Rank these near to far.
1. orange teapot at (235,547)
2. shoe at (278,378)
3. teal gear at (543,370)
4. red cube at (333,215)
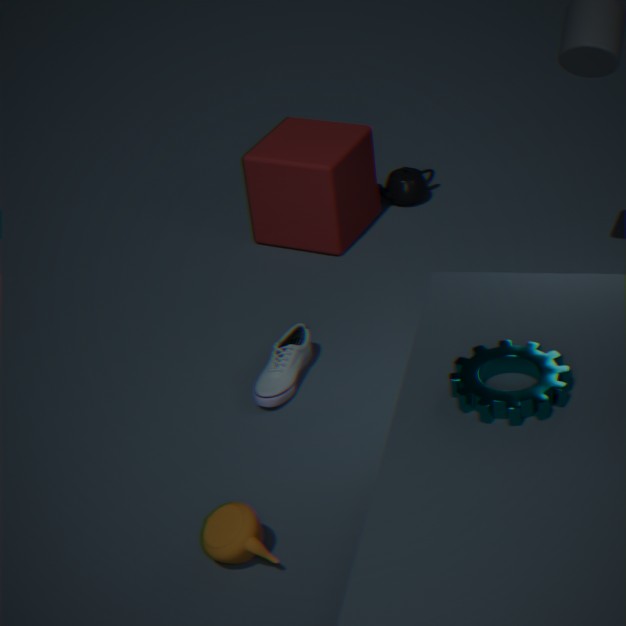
teal gear at (543,370)
orange teapot at (235,547)
shoe at (278,378)
red cube at (333,215)
